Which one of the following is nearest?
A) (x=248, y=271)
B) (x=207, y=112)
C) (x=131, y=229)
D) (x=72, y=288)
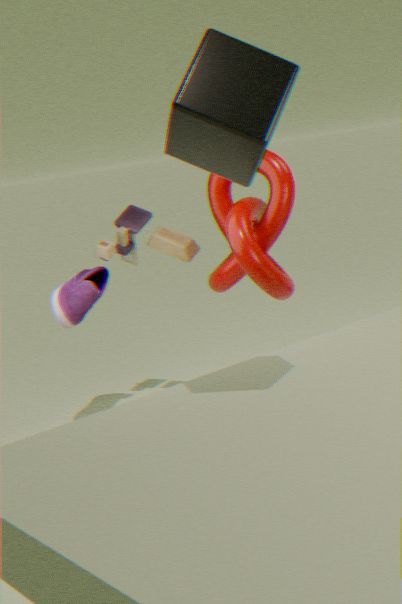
(x=207, y=112)
